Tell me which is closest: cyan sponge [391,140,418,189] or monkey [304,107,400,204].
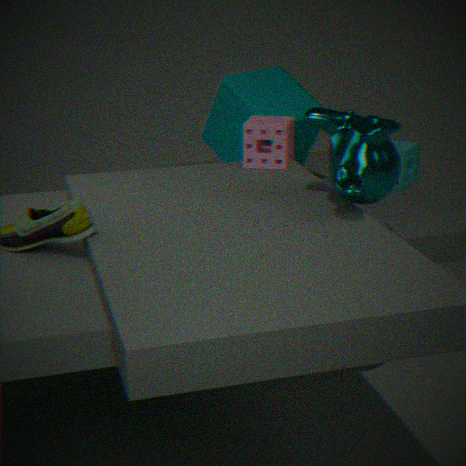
monkey [304,107,400,204]
